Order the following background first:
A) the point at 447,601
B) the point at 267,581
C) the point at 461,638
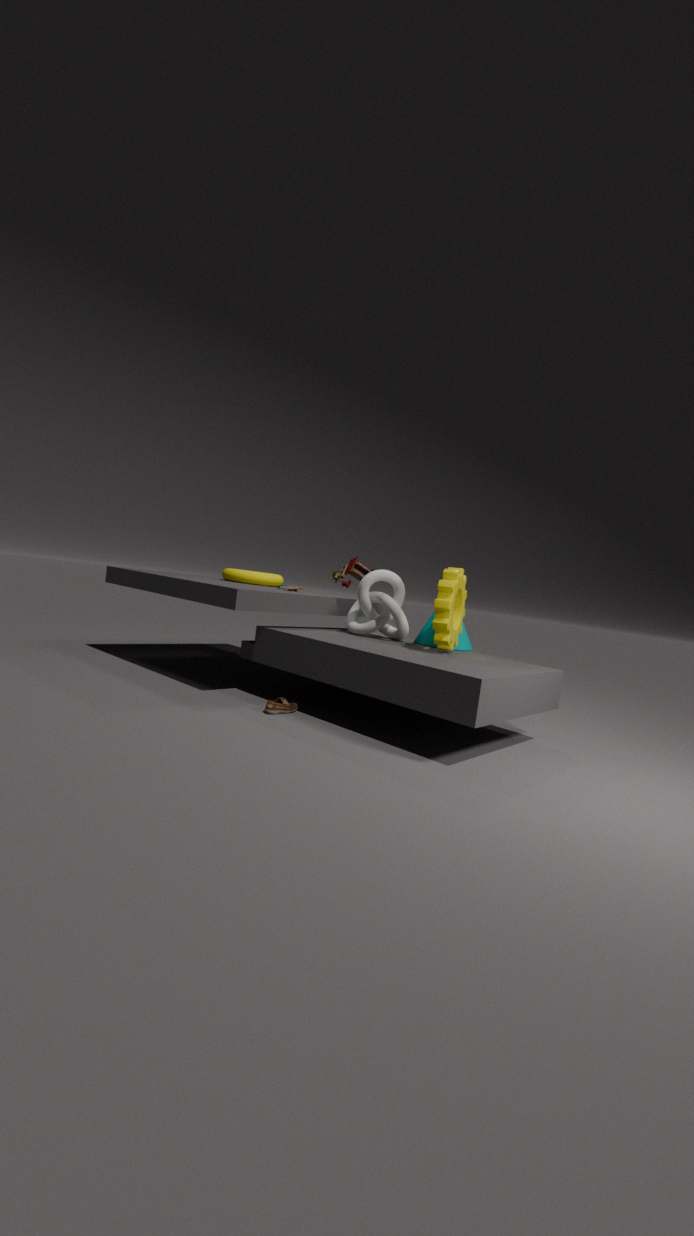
the point at 267,581
the point at 461,638
the point at 447,601
